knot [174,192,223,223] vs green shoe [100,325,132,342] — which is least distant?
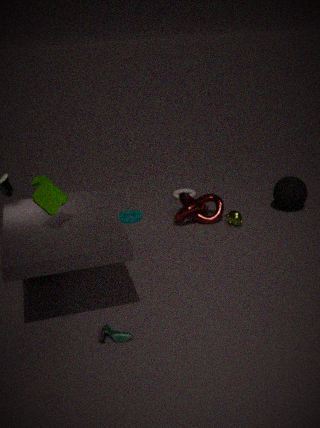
green shoe [100,325,132,342]
